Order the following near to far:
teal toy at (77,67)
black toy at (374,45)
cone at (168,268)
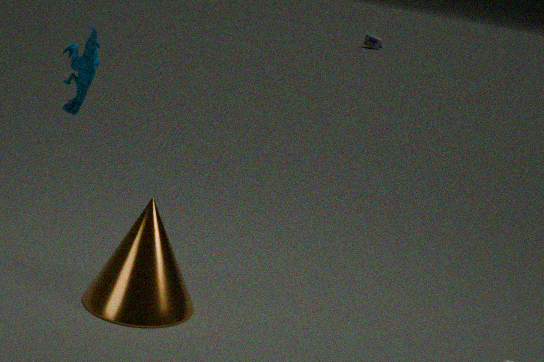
teal toy at (77,67), cone at (168,268), black toy at (374,45)
